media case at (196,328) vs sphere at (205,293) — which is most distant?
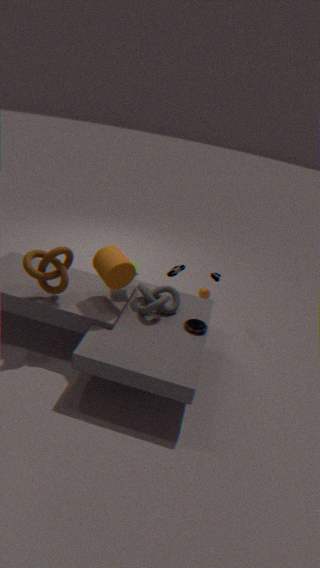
sphere at (205,293)
